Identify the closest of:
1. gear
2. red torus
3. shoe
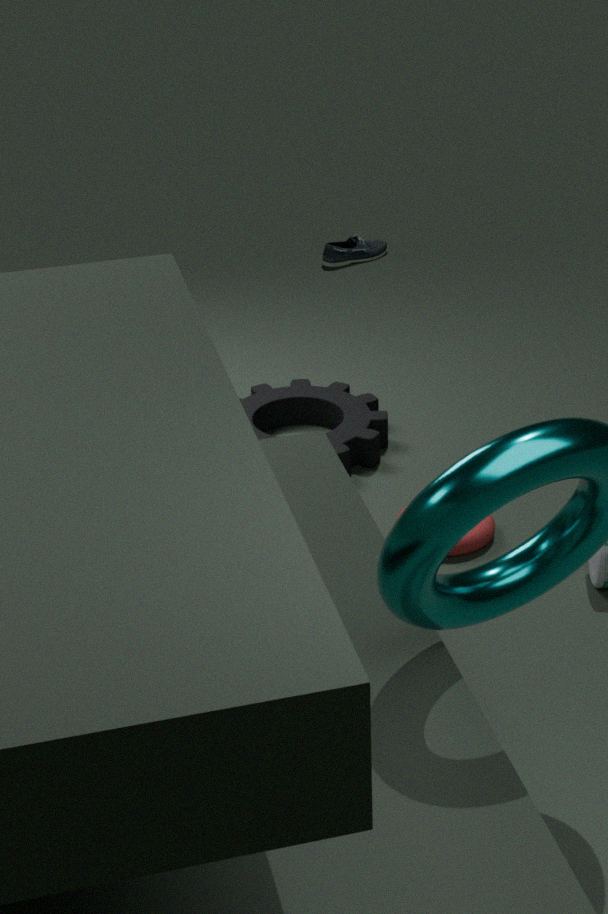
red torus
